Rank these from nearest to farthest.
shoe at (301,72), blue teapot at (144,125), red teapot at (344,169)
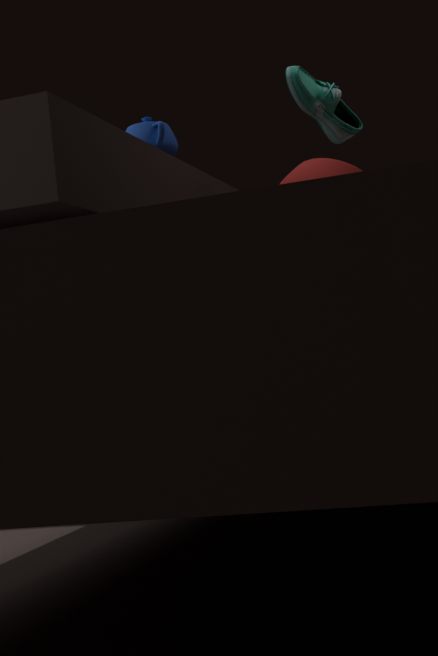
red teapot at (344,169) < blue teapot at (144,125) < shoe at (301,72)
